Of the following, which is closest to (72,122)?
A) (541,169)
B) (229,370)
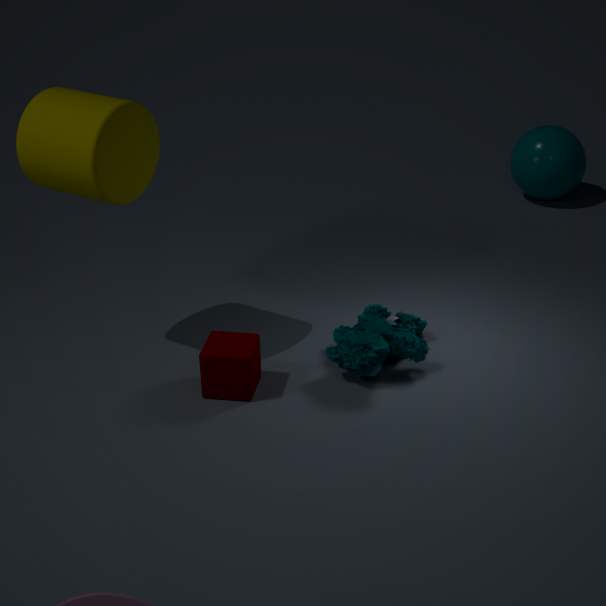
(229,370)
